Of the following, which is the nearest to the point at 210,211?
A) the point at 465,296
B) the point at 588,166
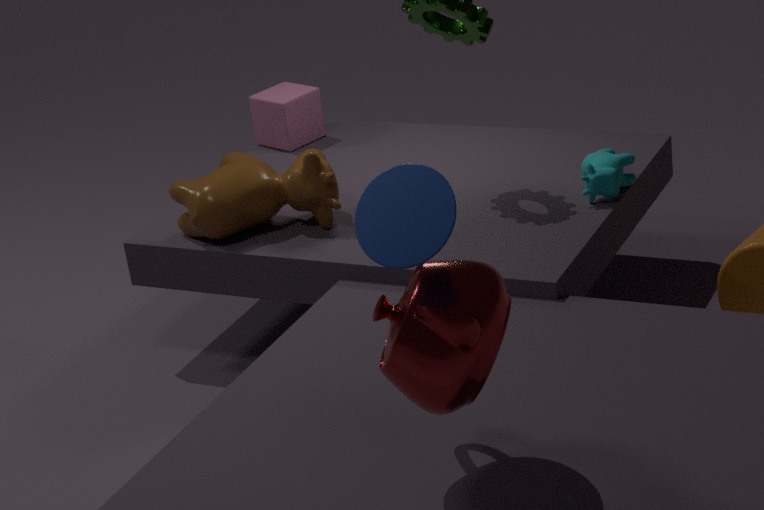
the point at 588,166
